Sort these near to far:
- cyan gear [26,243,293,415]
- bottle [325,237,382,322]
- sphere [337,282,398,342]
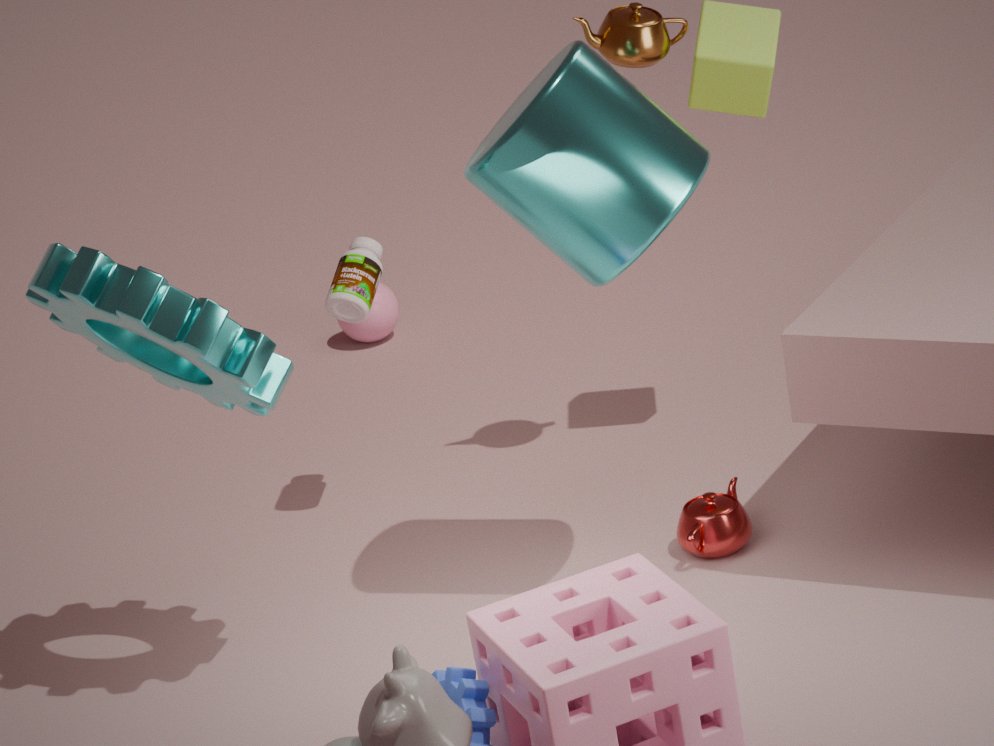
cyan gear [26,243,293,415], bottle [325,237,382,322], sphere [337,282,398,342]
